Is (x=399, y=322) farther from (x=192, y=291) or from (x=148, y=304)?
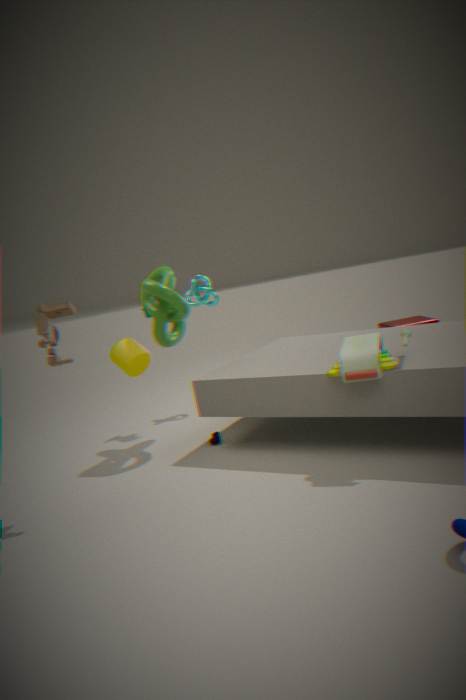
(x=148, y=304)
